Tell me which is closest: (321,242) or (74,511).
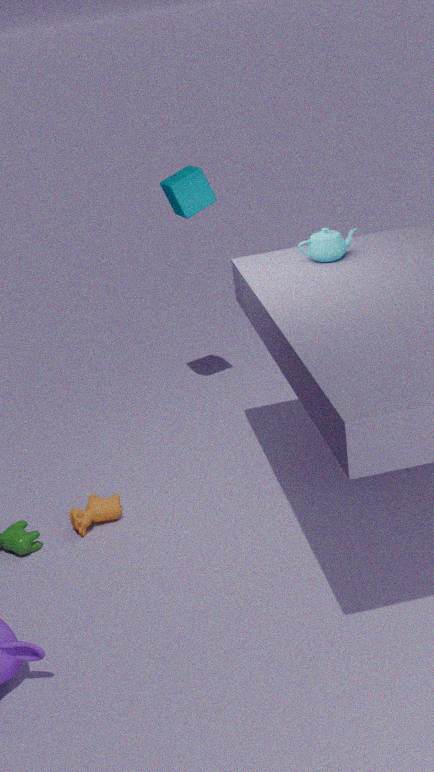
(321,242)
